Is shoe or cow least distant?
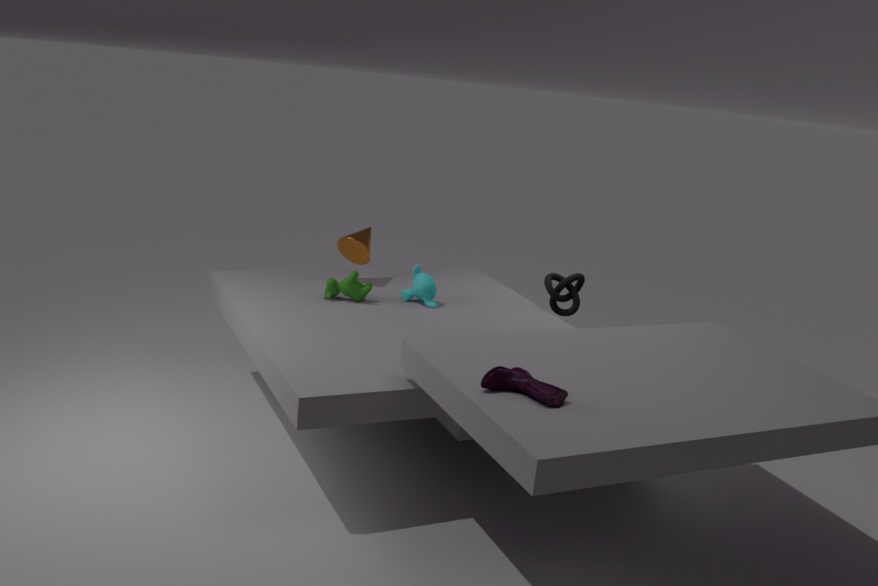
shoe
